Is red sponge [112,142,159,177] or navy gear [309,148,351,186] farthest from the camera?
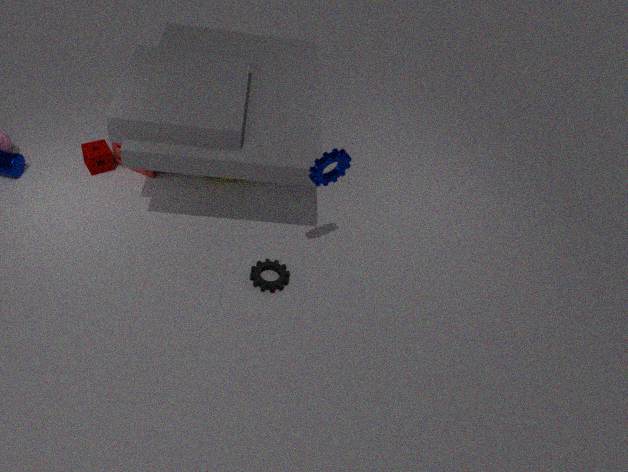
red sponge [112,142,159,177]
